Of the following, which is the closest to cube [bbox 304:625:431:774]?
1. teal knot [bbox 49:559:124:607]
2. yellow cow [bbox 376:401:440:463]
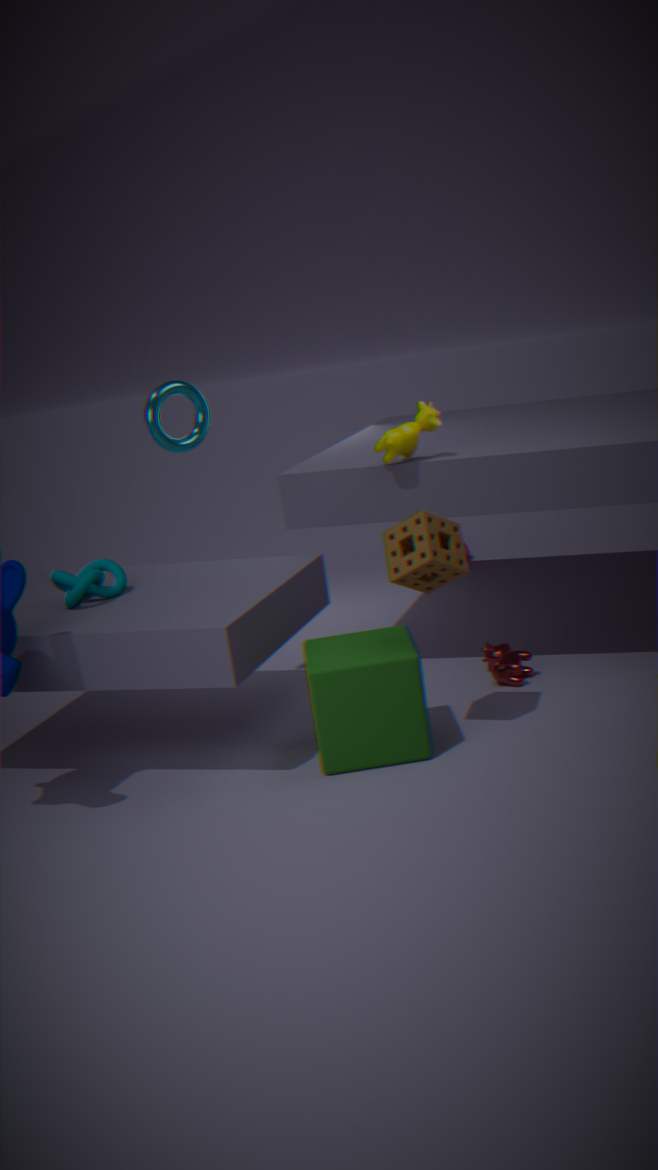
yellow cow [bbox 376:401:440:463]
